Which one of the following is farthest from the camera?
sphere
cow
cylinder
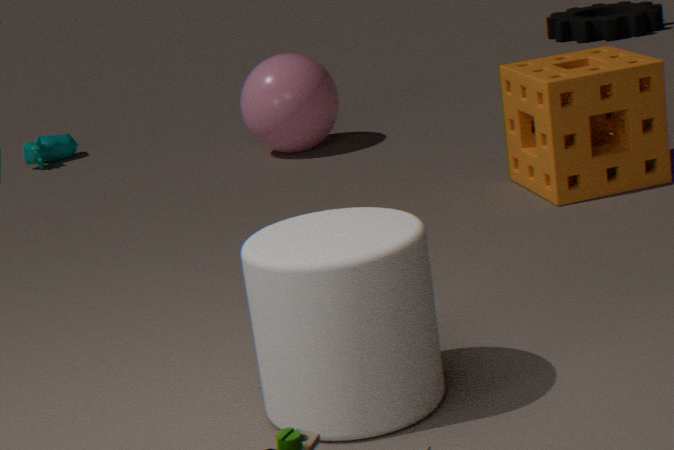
cow
